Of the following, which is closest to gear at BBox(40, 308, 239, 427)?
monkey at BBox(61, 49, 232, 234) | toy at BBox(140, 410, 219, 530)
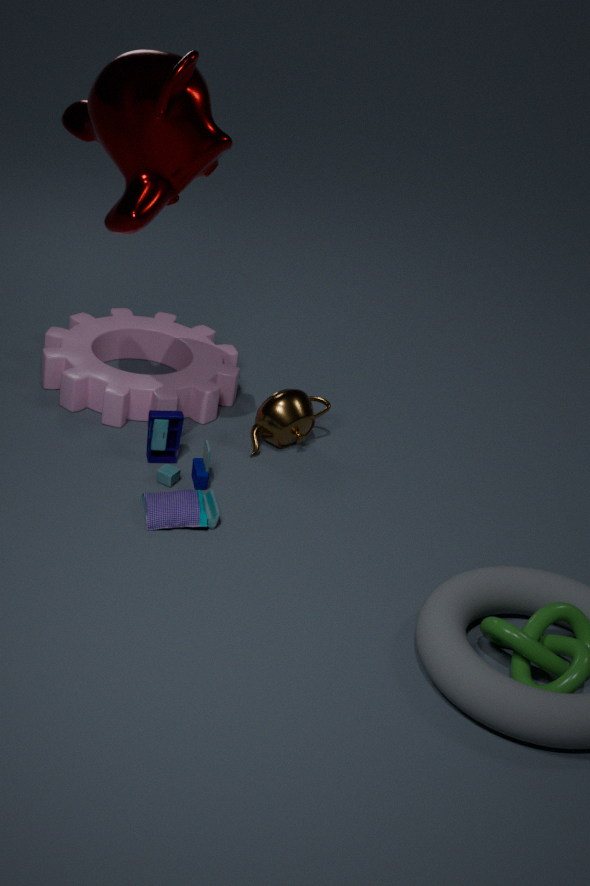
toy at BBox(140, 410, 219, 530)
